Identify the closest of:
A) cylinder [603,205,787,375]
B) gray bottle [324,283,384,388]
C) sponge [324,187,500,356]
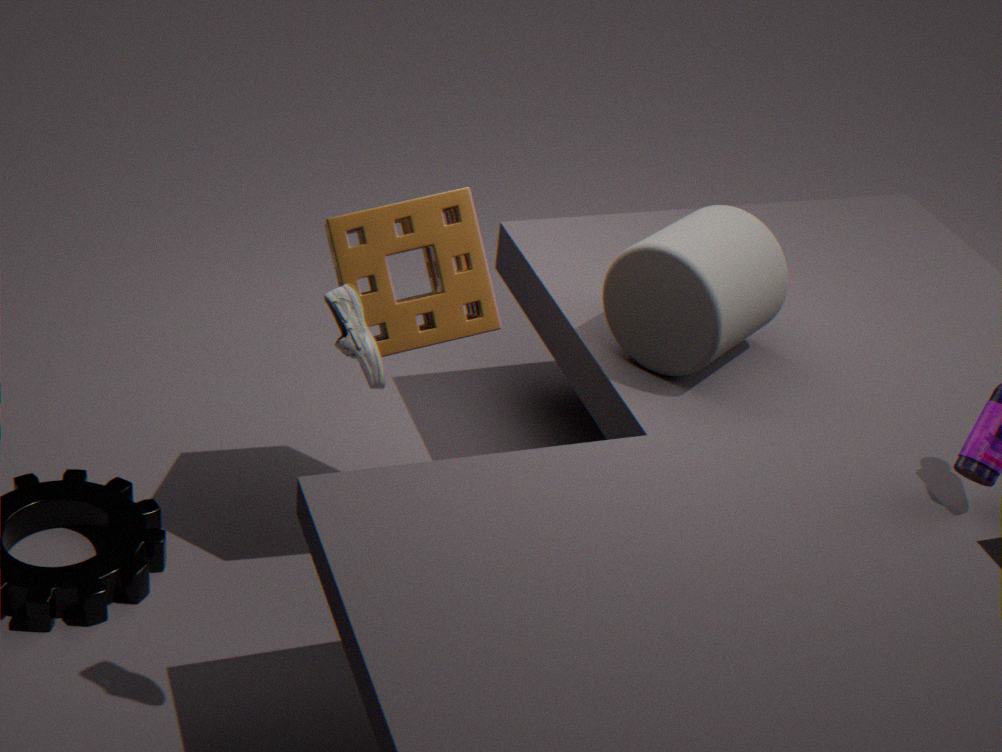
gray bottle [324,283,384,388]
